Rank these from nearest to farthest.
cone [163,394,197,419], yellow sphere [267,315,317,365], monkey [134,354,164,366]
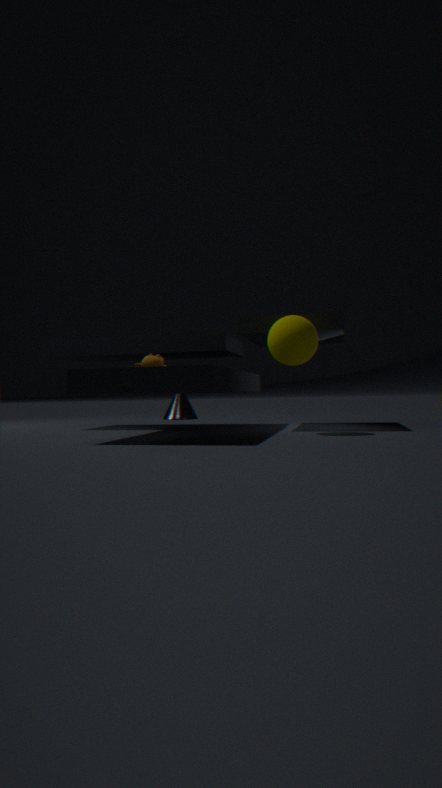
1. yellow sphere [267,315,317,365]
2. monkey [134,354,164,366]
3. cone [163,394,197,419]
